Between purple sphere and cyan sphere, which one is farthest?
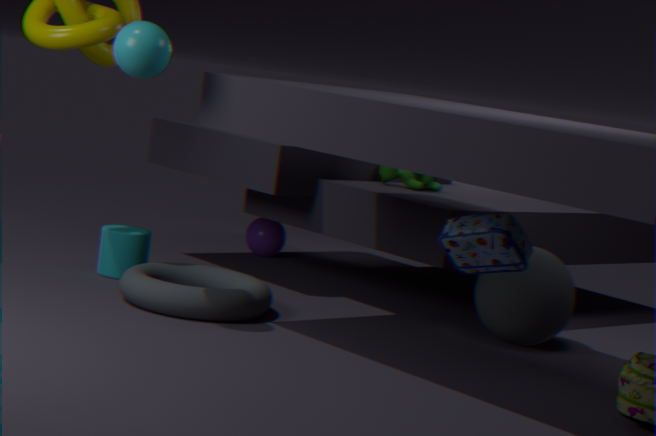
purple sphere
